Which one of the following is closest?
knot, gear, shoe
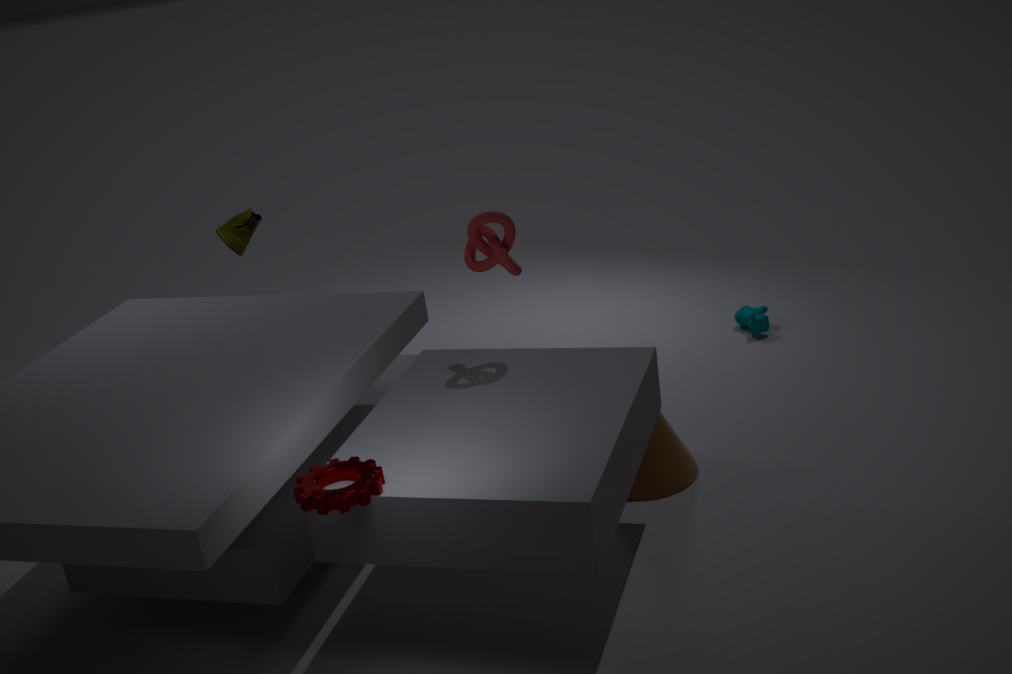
gear
